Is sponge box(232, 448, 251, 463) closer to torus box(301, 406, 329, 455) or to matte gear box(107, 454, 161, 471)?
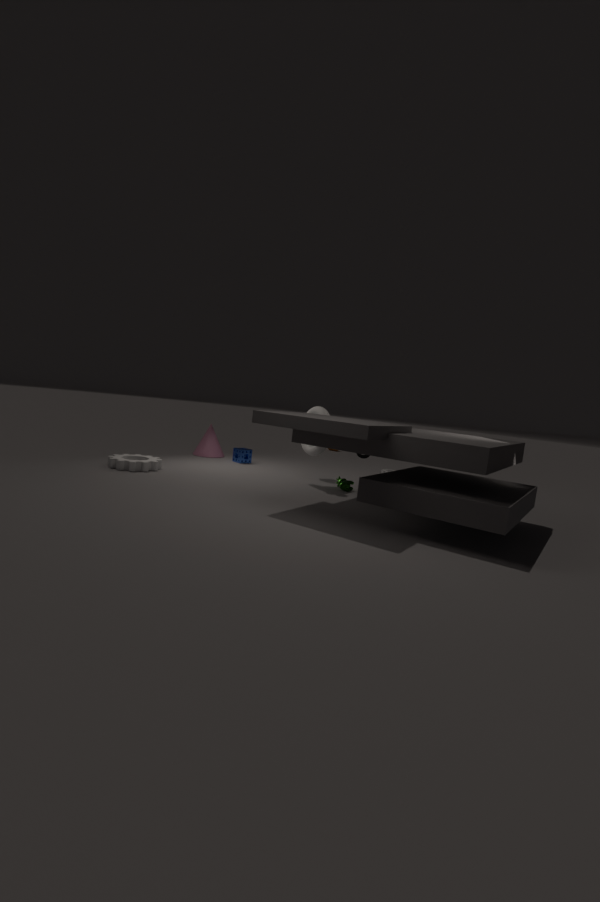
torus box(301, 406, 329, 455)
